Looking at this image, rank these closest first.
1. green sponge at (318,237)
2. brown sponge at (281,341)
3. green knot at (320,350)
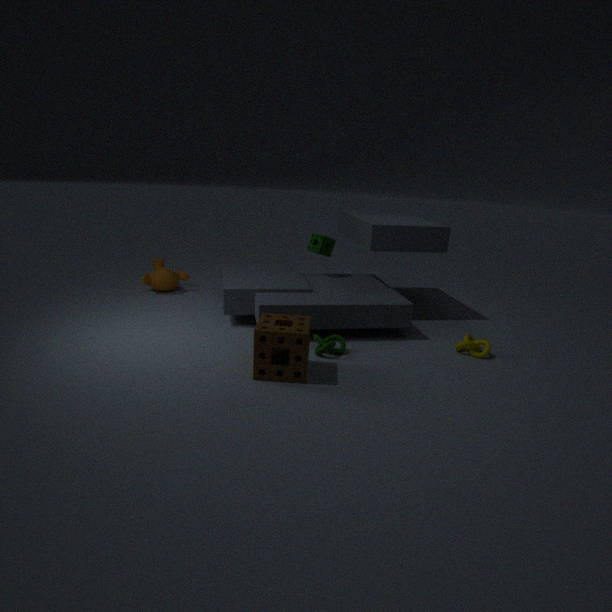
brown sponge at (281,341)
green knot at (320,350)
green sponge at (318,237)
